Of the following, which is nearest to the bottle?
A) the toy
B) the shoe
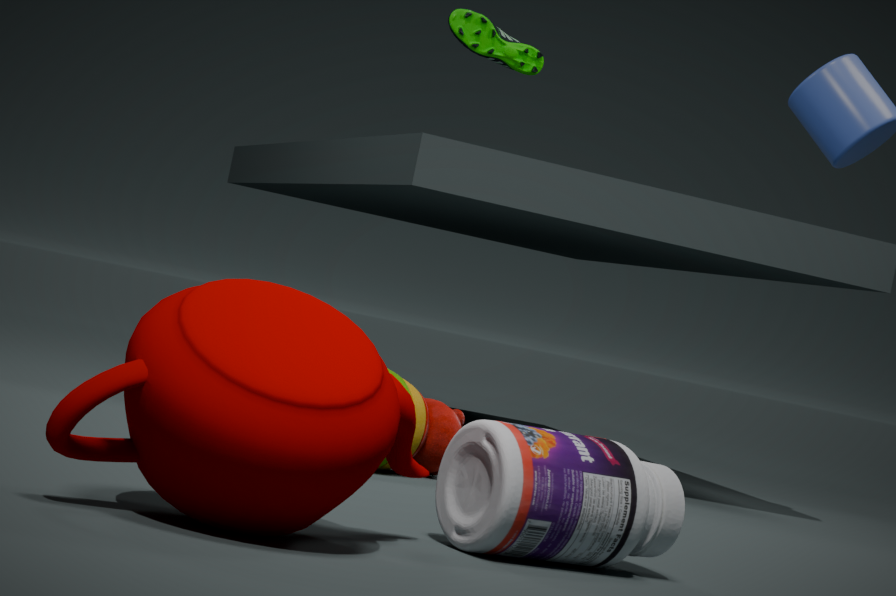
the toy
